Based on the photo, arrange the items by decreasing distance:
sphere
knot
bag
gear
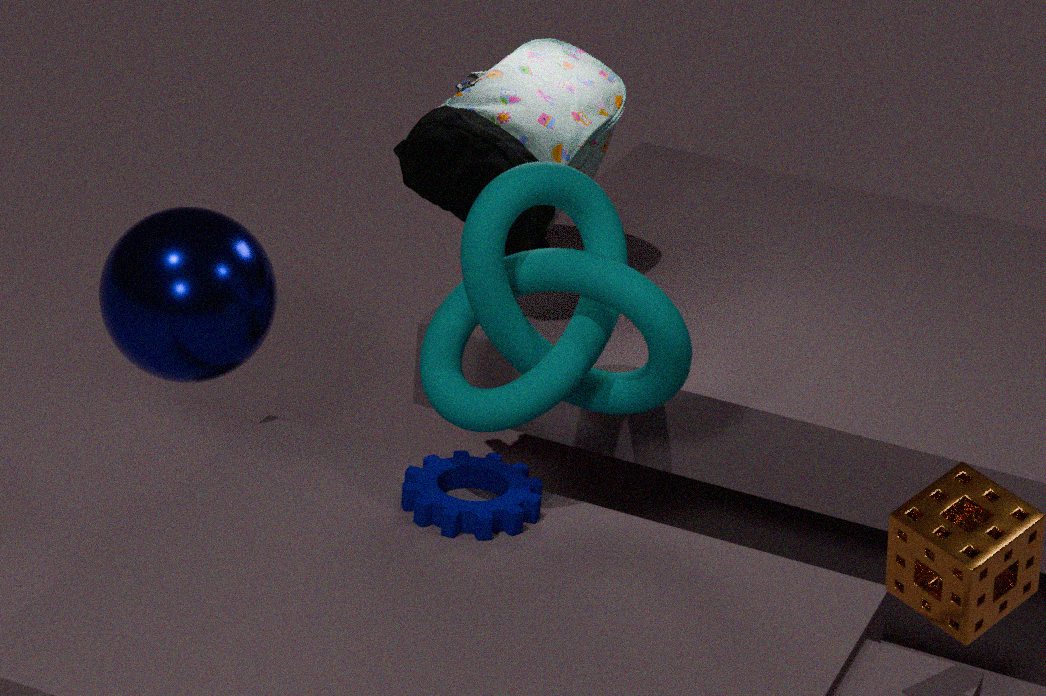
bag
sphere
gear
knot
